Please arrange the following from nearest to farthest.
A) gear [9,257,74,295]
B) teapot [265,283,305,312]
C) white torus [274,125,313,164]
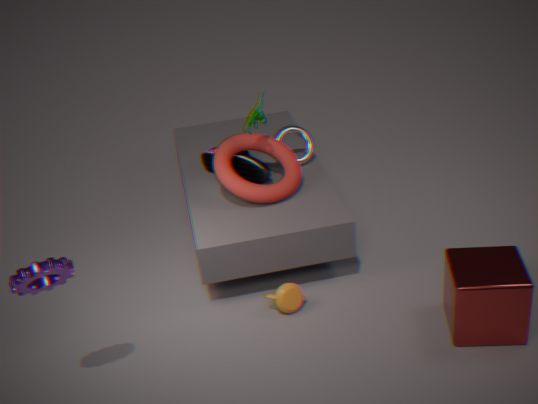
gear [9,257,74,295] → teapot [265,283,305,312] → white torus [274,125,313,164]
